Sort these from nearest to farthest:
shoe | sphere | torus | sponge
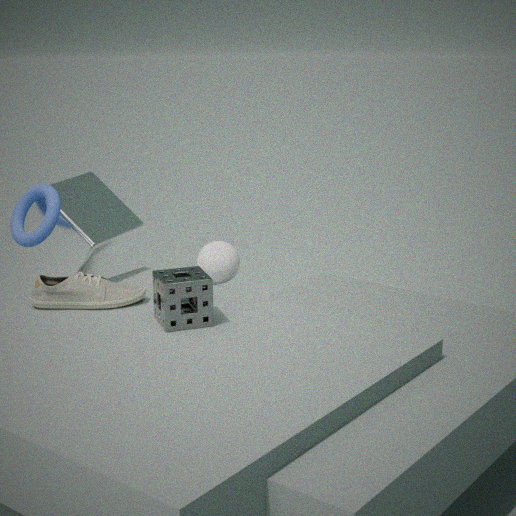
sponge, shoe, torus, sphere
